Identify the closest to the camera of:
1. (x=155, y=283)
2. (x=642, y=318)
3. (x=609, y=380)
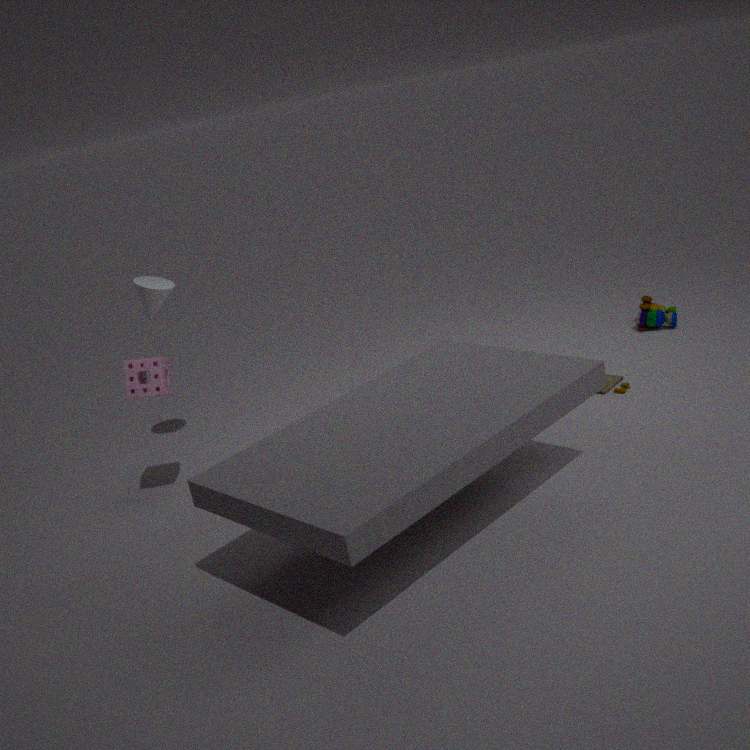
(x=155, y=283)
